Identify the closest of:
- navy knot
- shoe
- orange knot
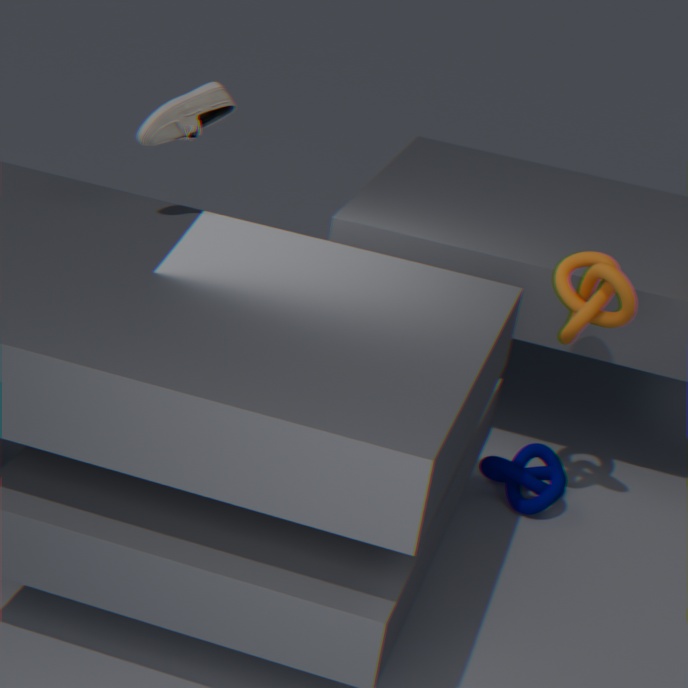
shoe
